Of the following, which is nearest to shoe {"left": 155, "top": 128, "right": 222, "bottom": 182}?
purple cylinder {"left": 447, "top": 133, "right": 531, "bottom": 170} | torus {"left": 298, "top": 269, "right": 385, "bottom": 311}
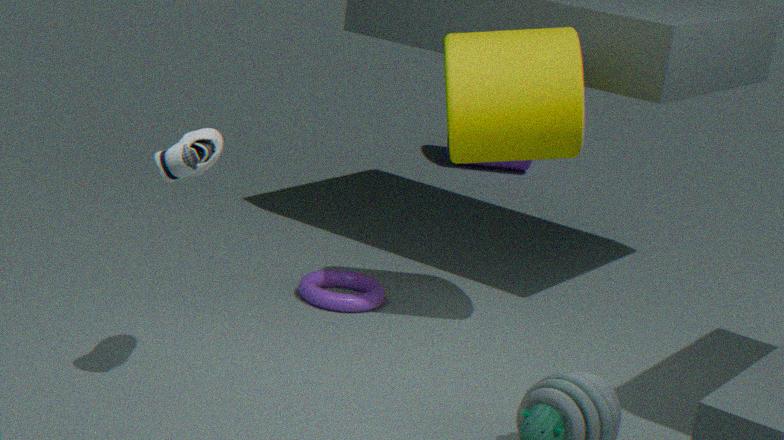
torus {"left": 298, "top": 269, "right": 385, "bottom": 311}
